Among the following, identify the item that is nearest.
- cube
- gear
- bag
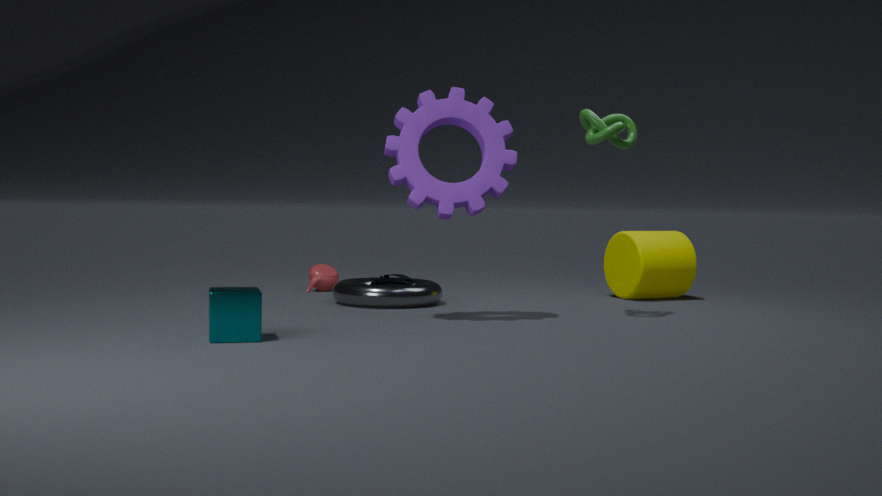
cube
